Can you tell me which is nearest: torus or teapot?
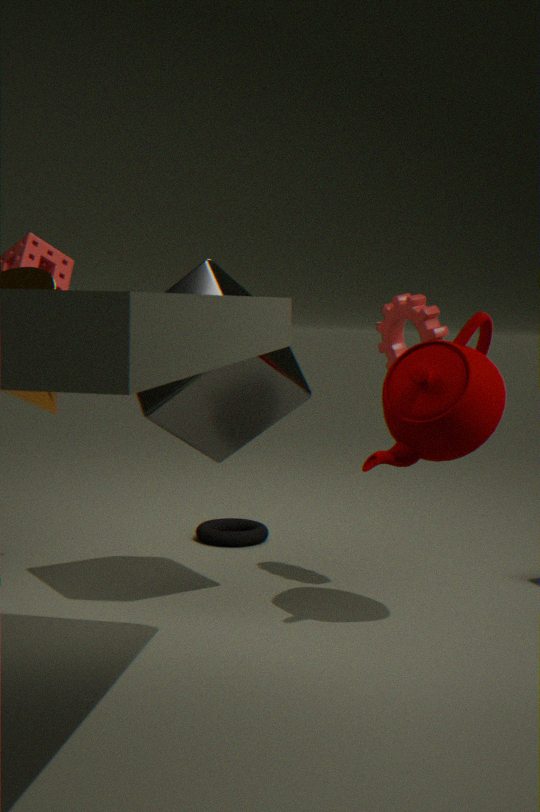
teapot
